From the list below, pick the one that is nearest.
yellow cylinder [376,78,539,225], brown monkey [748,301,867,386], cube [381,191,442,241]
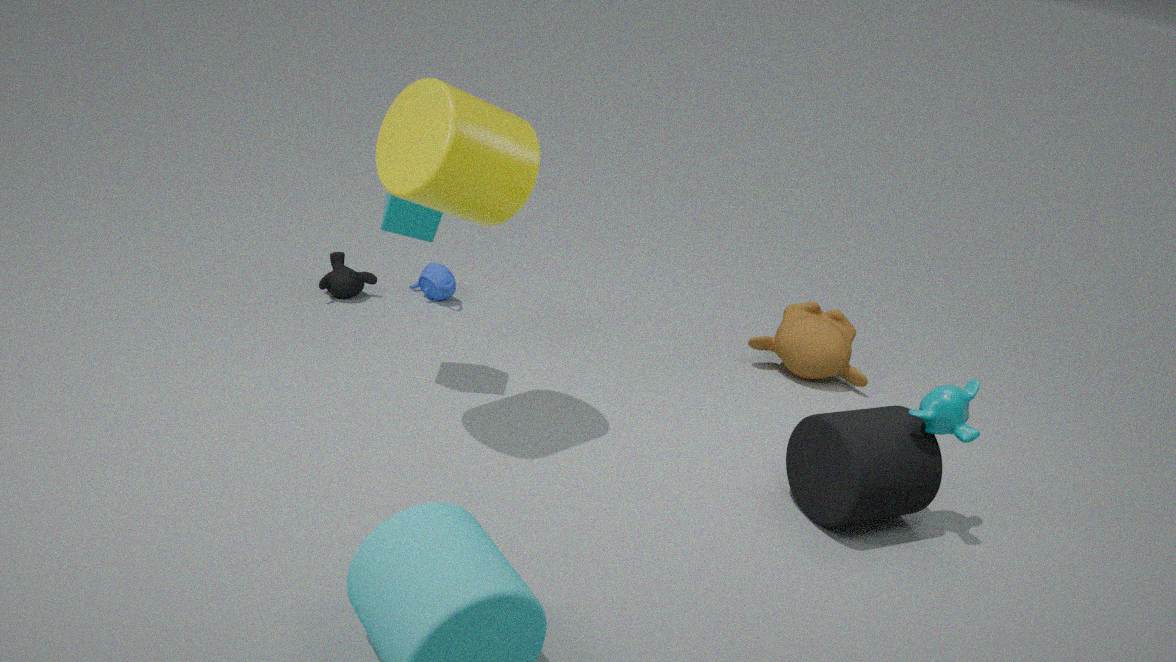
yellow cylinder [376,78,539,225]
